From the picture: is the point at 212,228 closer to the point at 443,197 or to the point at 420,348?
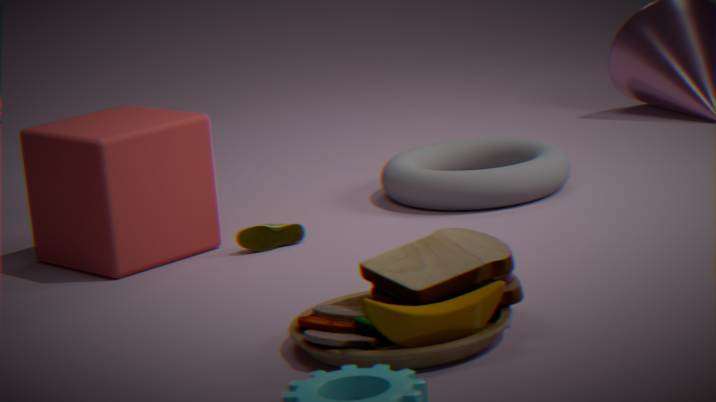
the point at 443,197
